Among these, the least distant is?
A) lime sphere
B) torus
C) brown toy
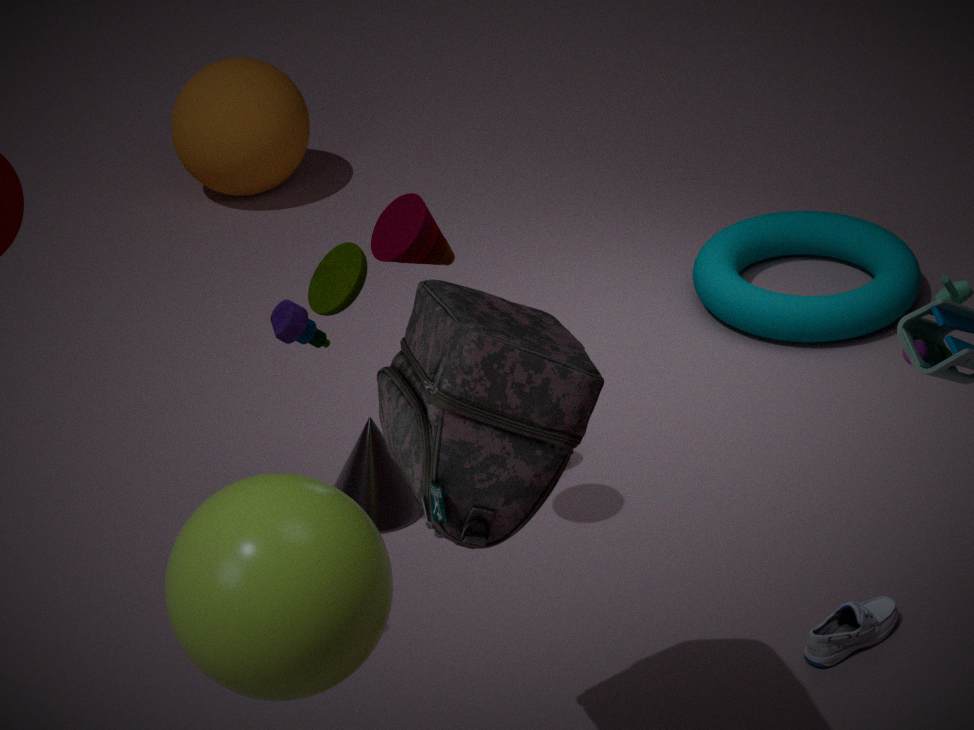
lime sphere
